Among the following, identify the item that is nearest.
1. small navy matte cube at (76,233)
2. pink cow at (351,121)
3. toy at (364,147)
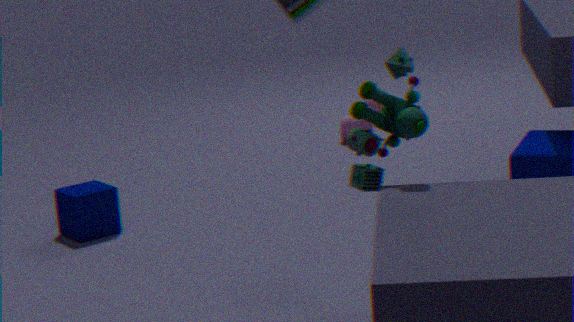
toy at (364,147)
